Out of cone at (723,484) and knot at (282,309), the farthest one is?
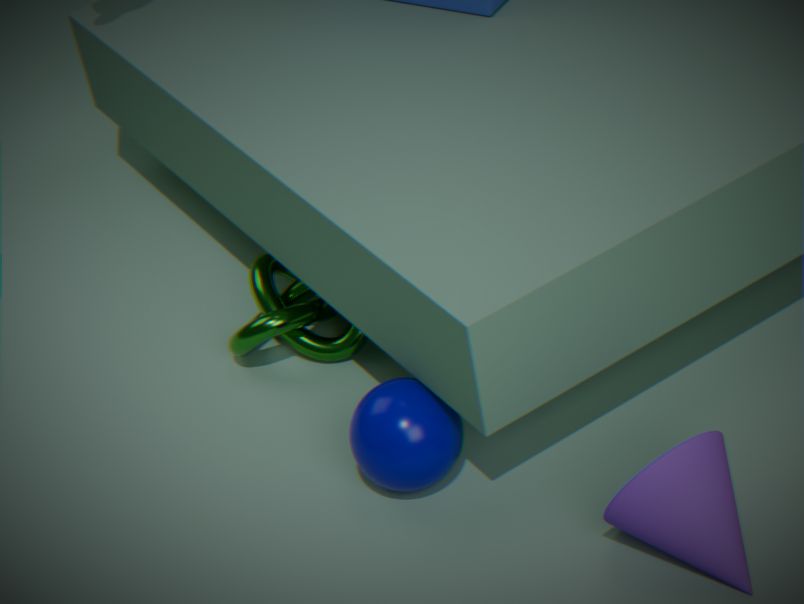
knot at (282,309)
